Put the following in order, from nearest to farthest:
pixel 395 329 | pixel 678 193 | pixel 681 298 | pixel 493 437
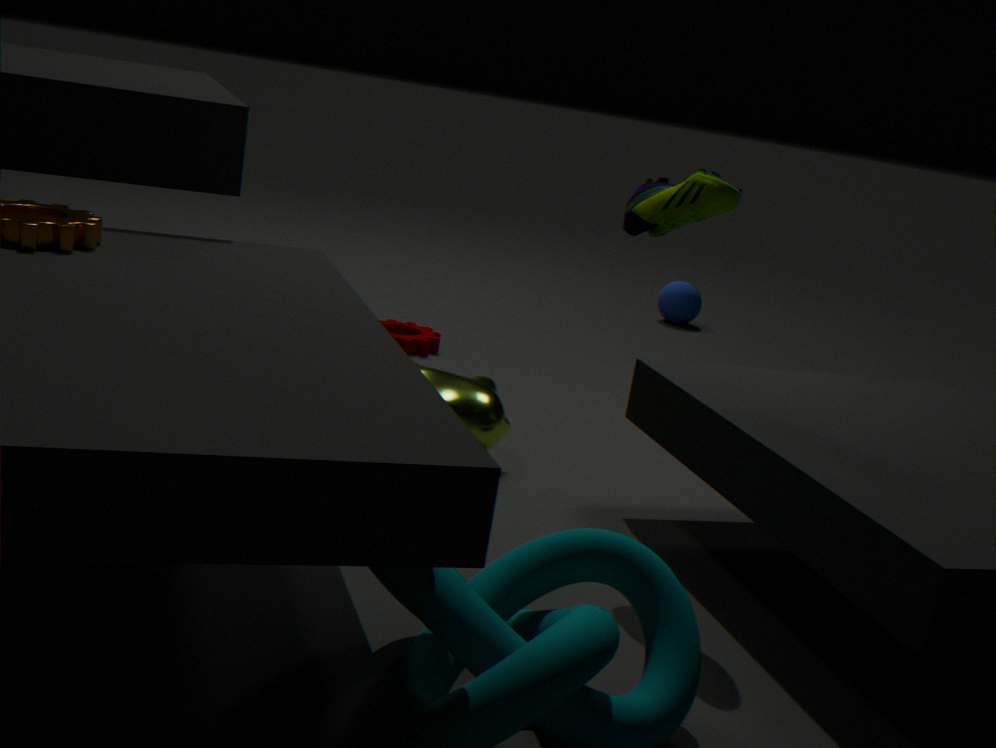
pixel 678 193 < pixel 493 437 < pixel 395 329 < pixel 681 298
